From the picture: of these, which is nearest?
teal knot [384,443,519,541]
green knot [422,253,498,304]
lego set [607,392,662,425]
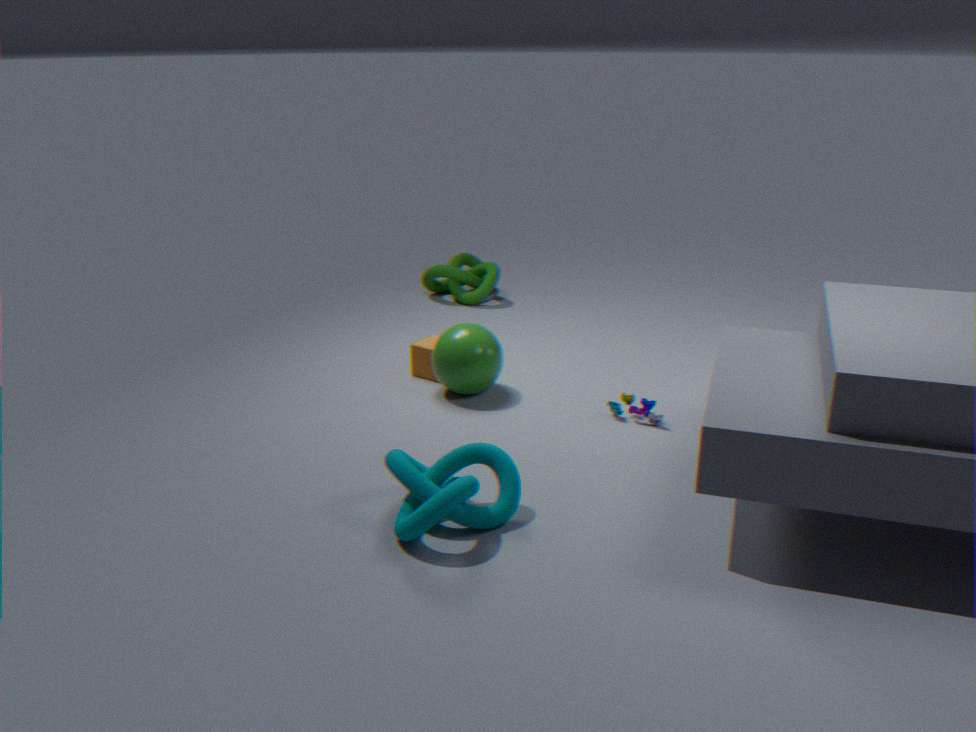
teal knot [384,443,519,541]
